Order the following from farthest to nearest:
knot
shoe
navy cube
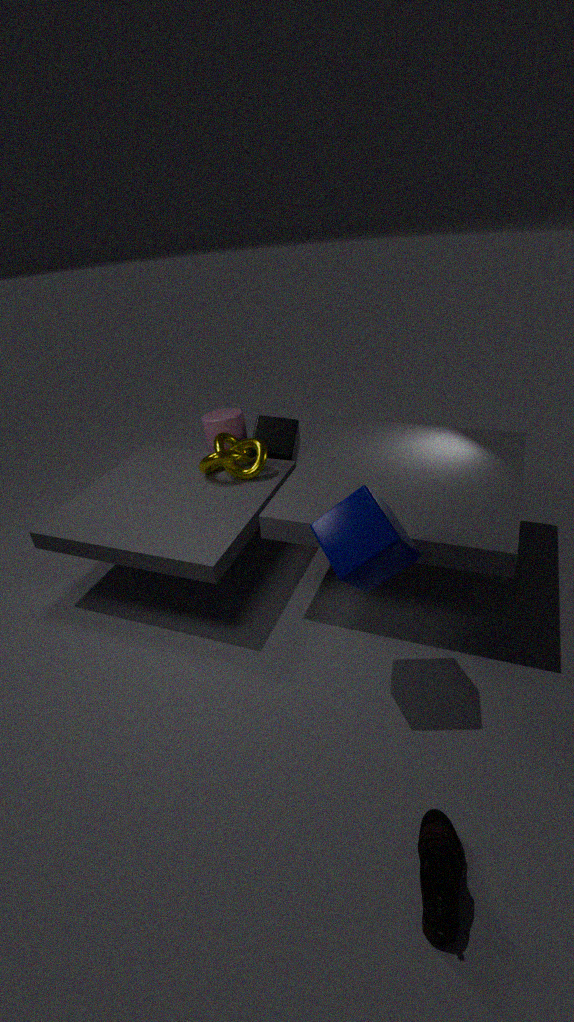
knot, navy cube, shoe
